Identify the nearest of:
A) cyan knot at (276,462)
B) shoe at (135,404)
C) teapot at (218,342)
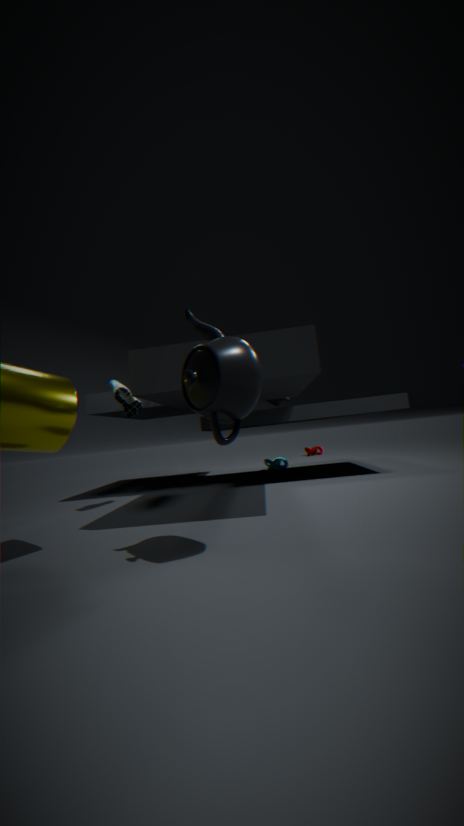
teapot at (218,342)
